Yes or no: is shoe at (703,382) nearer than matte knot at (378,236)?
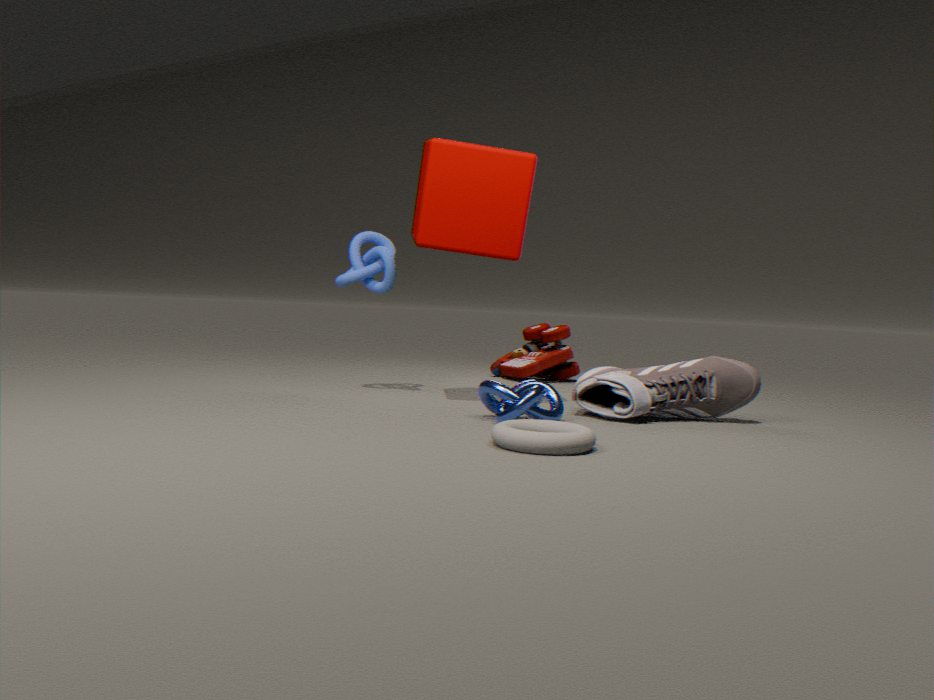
Yes
